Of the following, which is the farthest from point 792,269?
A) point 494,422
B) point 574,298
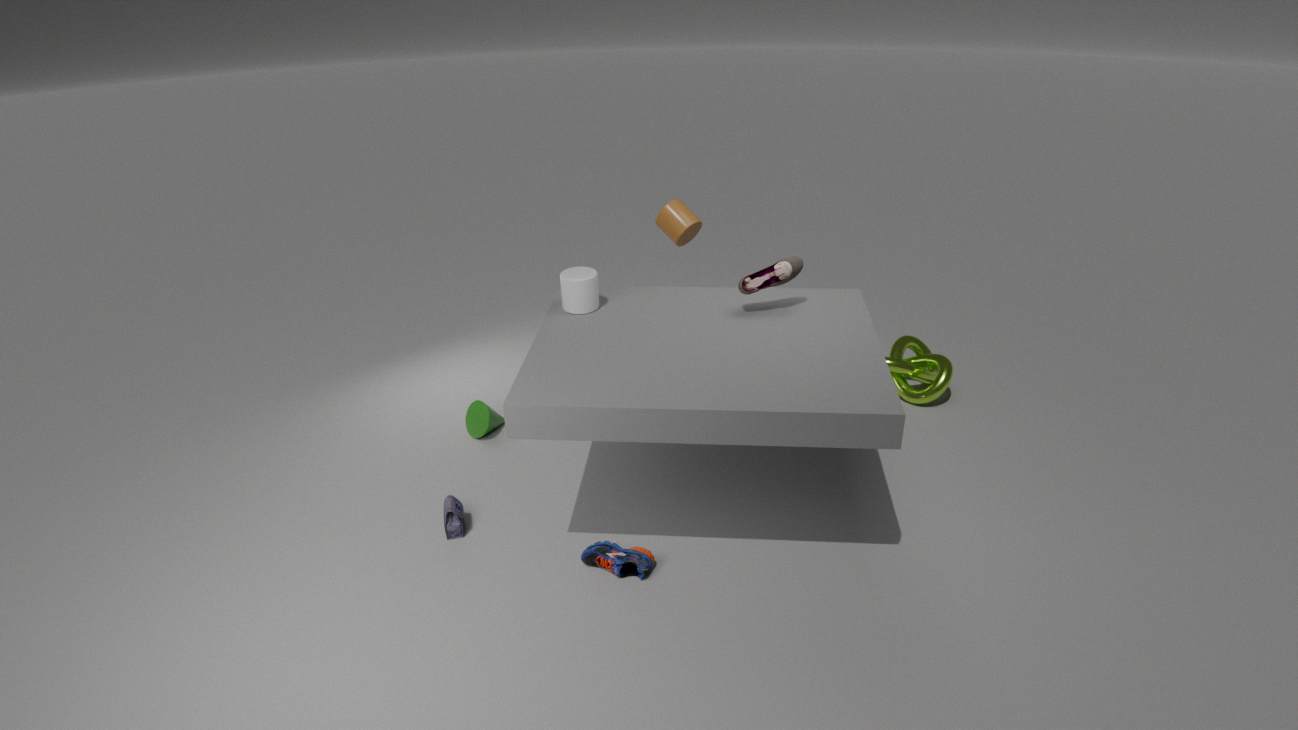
point 494,422
